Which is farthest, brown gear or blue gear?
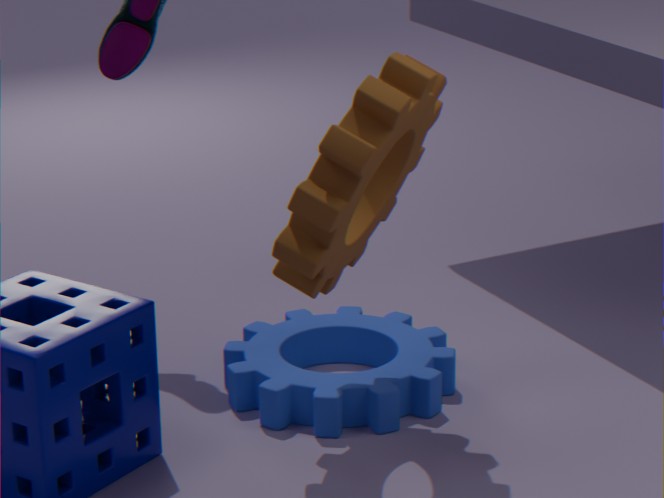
blue gear
